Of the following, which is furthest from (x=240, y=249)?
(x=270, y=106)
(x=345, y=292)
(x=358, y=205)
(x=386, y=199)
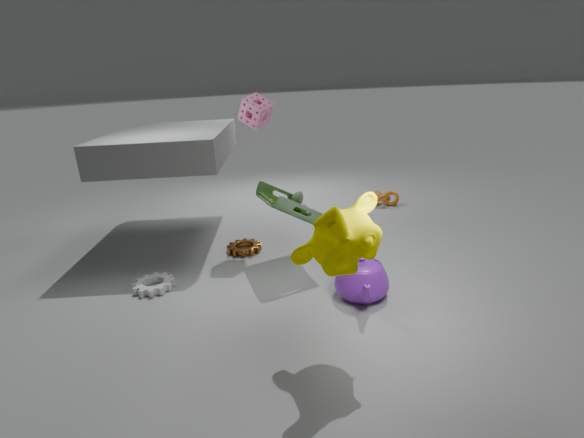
(x=386, y=199)
